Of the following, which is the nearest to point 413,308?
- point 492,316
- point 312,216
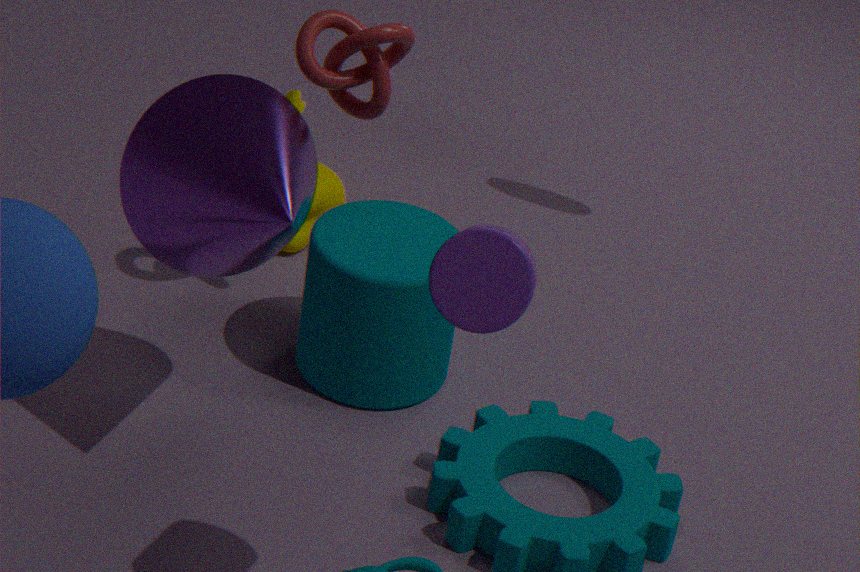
point 312,216
